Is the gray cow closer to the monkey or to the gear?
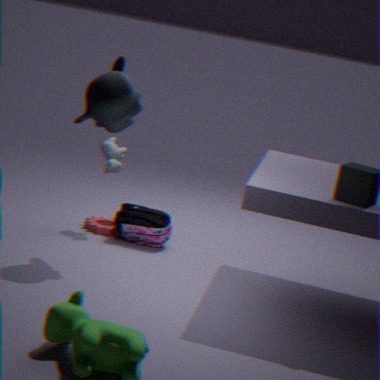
the gear
